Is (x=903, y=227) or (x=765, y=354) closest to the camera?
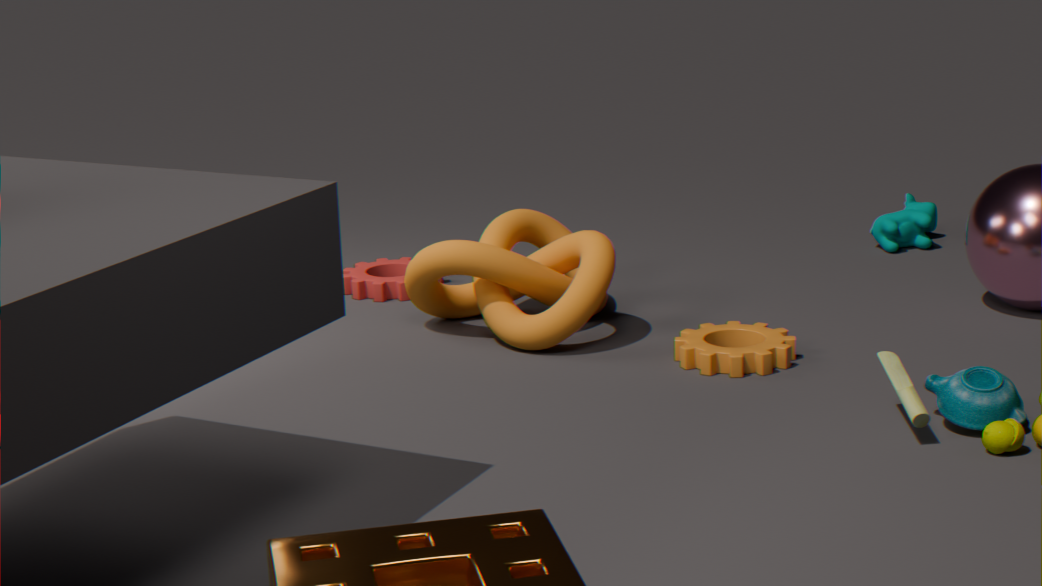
(x=765, y=354)
